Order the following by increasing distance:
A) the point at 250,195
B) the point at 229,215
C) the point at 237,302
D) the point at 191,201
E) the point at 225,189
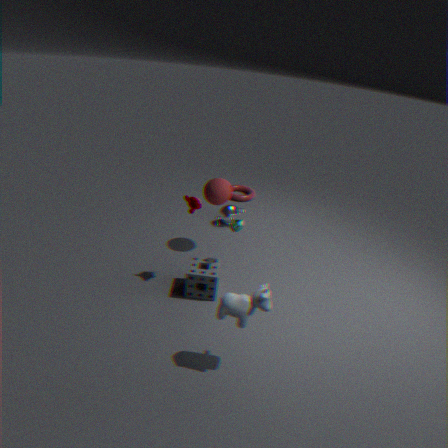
the point at 237,302 < the point at 191,201 < the point at 225,189 < the point at 229,215 < the point at 250,195
